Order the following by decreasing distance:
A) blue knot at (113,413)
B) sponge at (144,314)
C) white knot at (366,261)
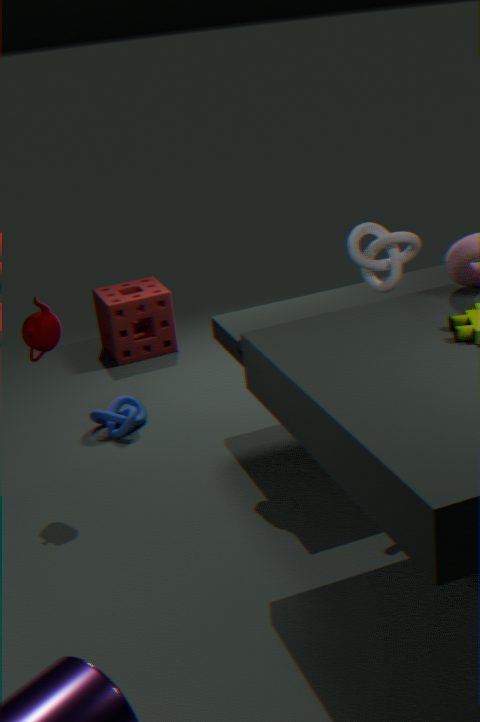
sponge at (144,314) → blue knot at (113,413) → white knot at (366,261)
